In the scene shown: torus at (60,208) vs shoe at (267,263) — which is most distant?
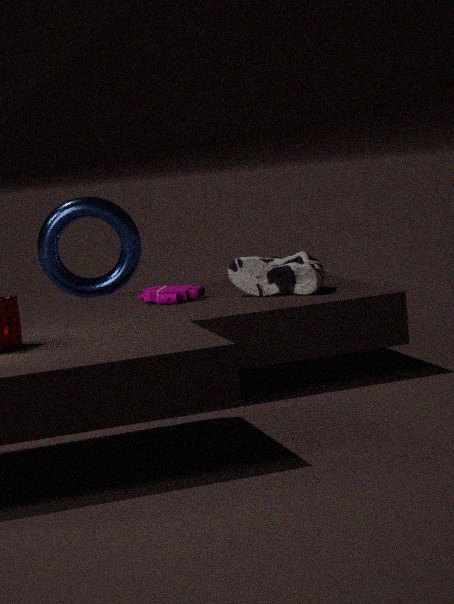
torus at (60,208)
